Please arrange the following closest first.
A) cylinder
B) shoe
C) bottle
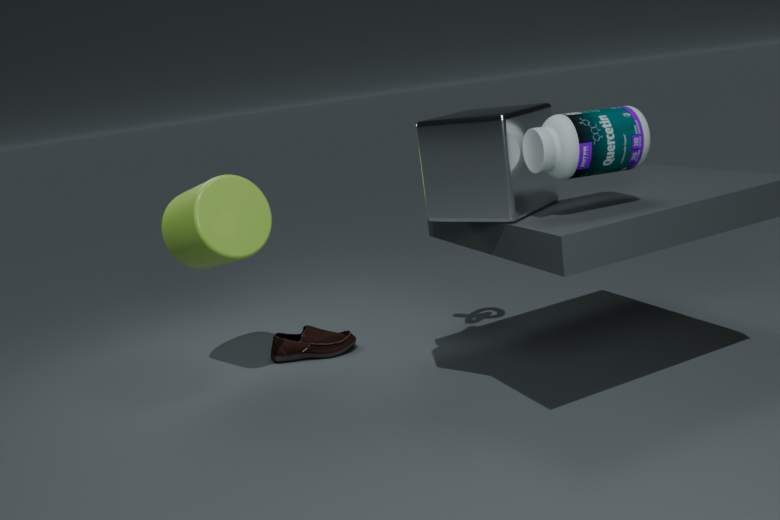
bottle < cylinder < shoe
